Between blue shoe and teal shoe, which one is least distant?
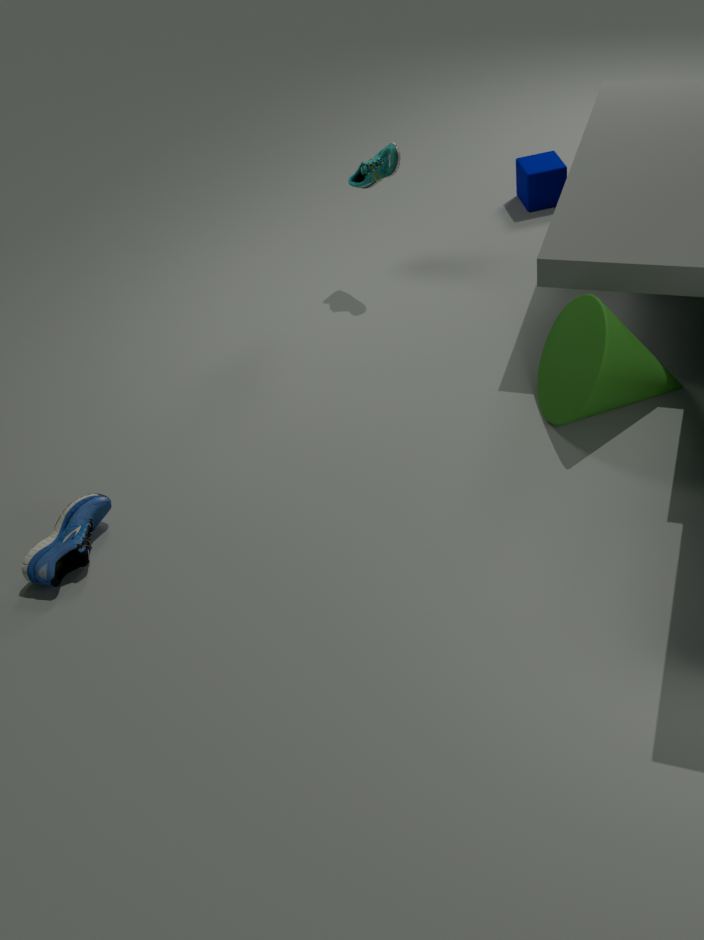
blue shoe
